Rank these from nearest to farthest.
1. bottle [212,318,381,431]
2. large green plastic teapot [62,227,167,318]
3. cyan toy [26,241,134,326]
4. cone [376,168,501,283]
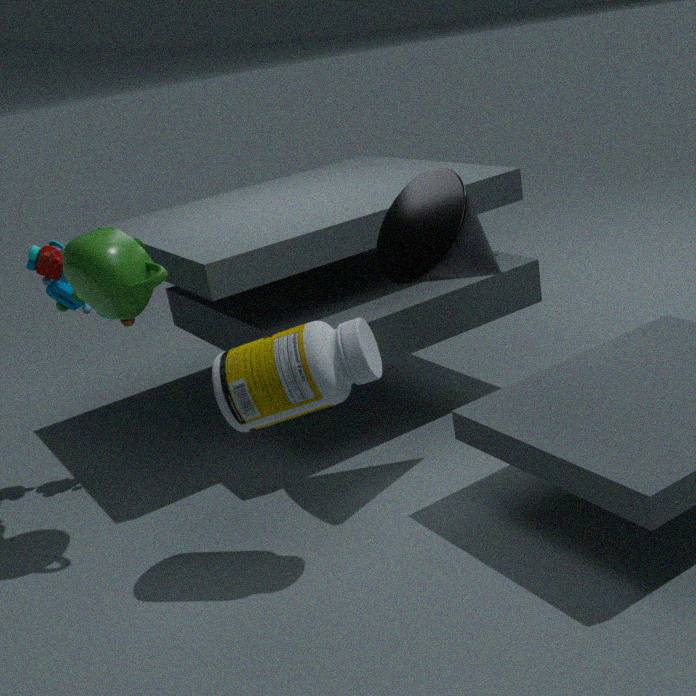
bottle [212,318,381,431], large green plastic teapot [62,227,167,318], cone [376,168,501,283], cyan toy [26,241,134,326]
